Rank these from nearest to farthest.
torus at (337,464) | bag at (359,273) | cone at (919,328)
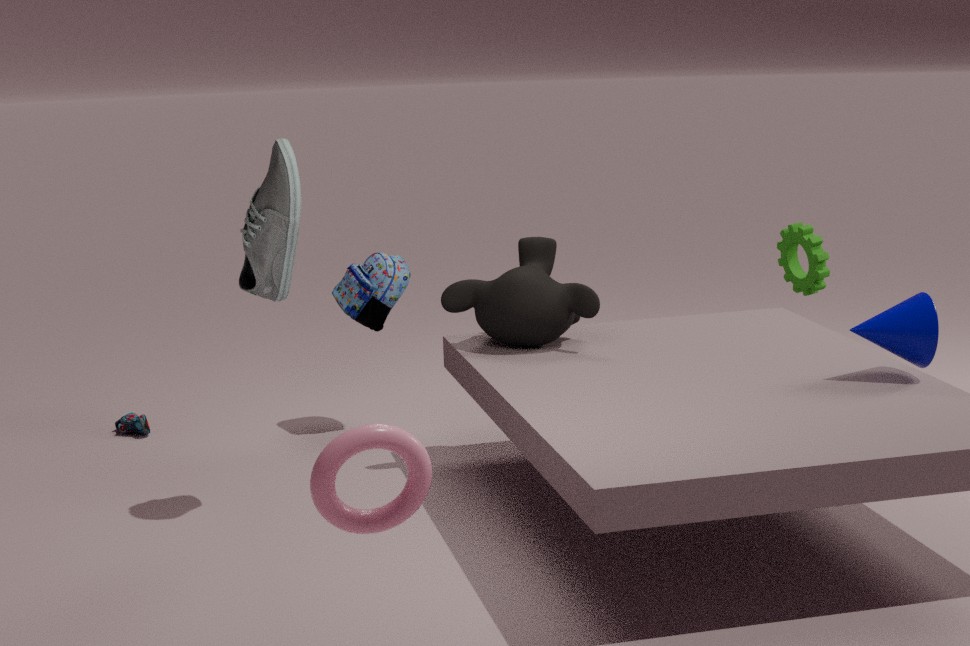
torus at (337,464), cone at (919,328), bag at (359,273)
